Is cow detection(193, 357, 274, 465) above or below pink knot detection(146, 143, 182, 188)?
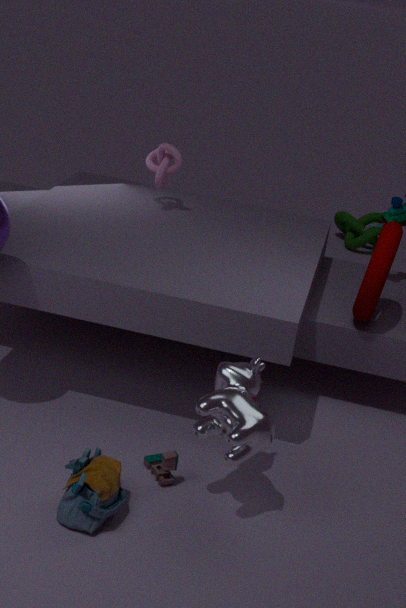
below
